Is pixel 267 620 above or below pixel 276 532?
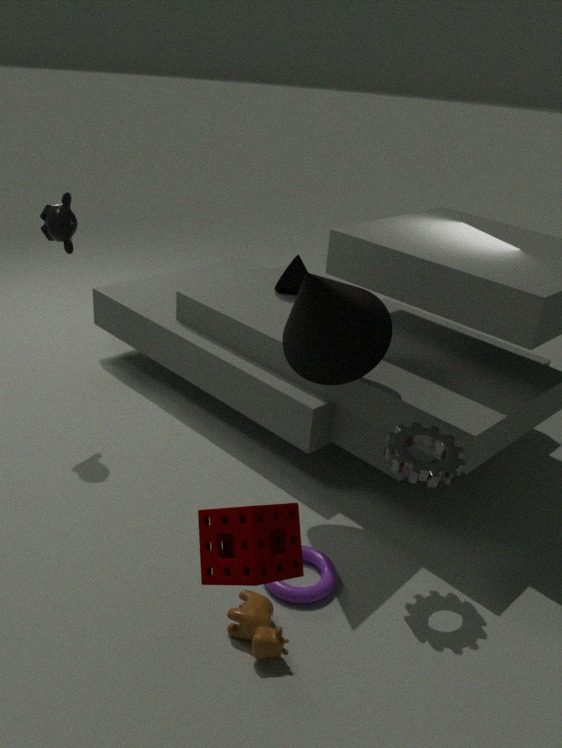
below
